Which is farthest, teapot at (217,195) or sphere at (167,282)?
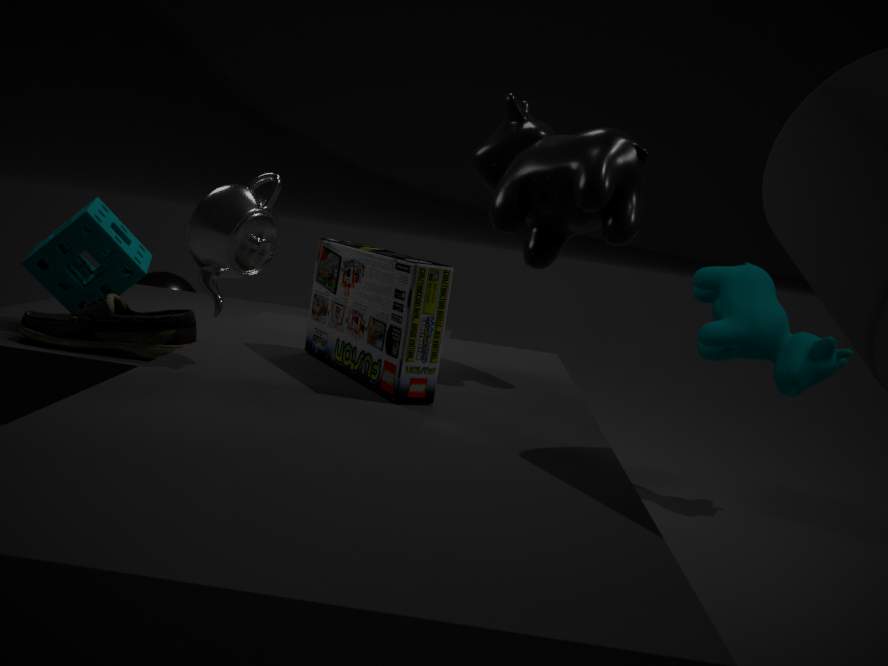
sphere at (167,282)
